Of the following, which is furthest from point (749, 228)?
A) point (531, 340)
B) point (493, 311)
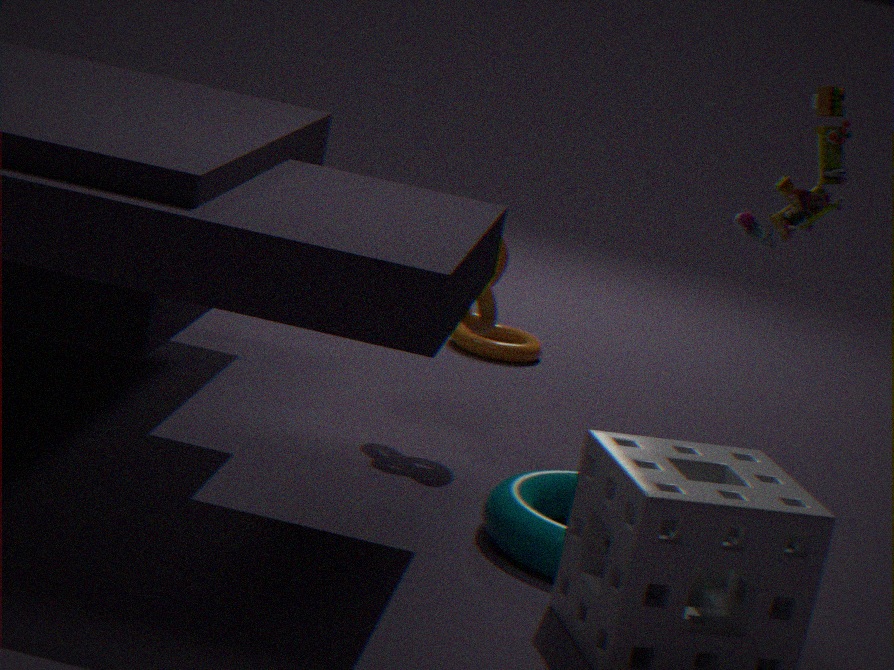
point (531, 340)
